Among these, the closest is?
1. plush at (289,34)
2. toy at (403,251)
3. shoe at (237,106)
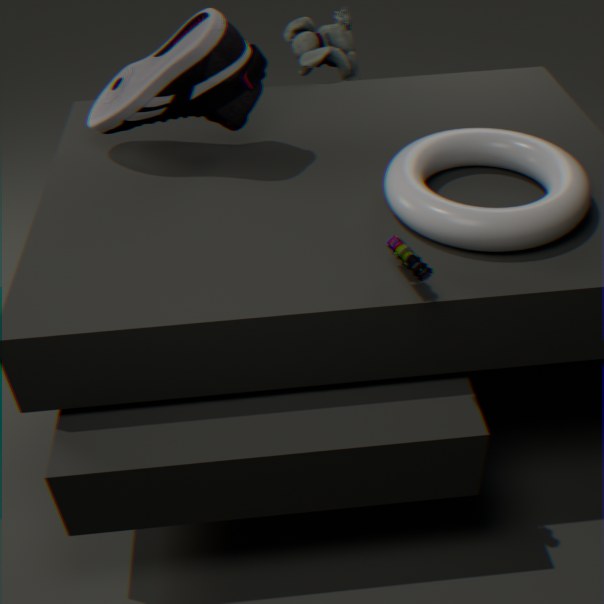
toy at (403,251)
